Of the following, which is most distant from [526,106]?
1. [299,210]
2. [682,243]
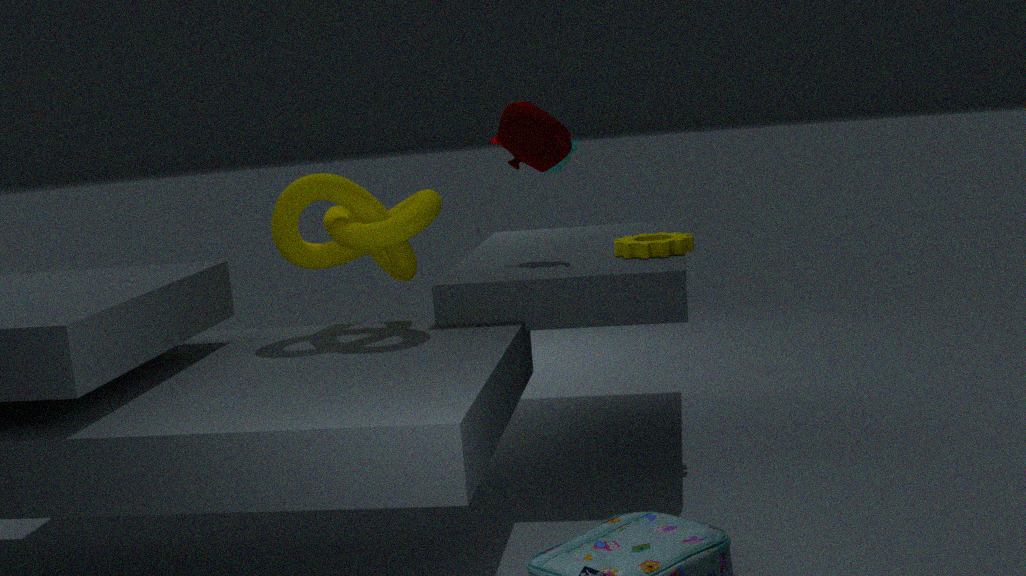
[682,243]
